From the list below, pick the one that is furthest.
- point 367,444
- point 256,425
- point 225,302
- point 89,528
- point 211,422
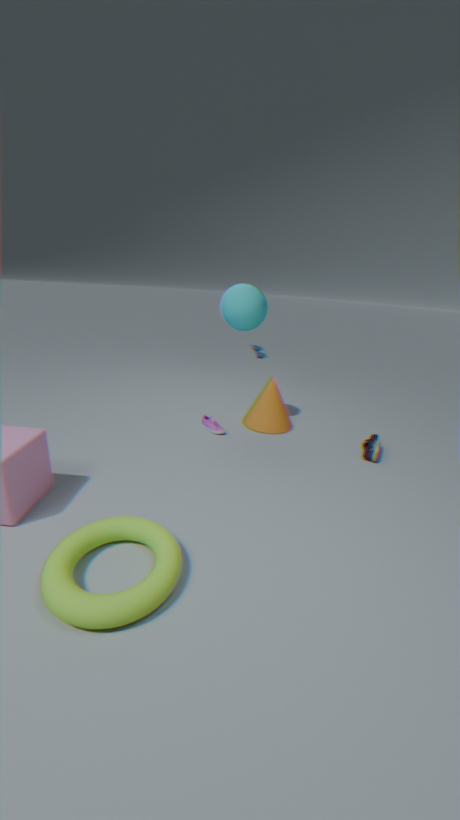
point 256,425
